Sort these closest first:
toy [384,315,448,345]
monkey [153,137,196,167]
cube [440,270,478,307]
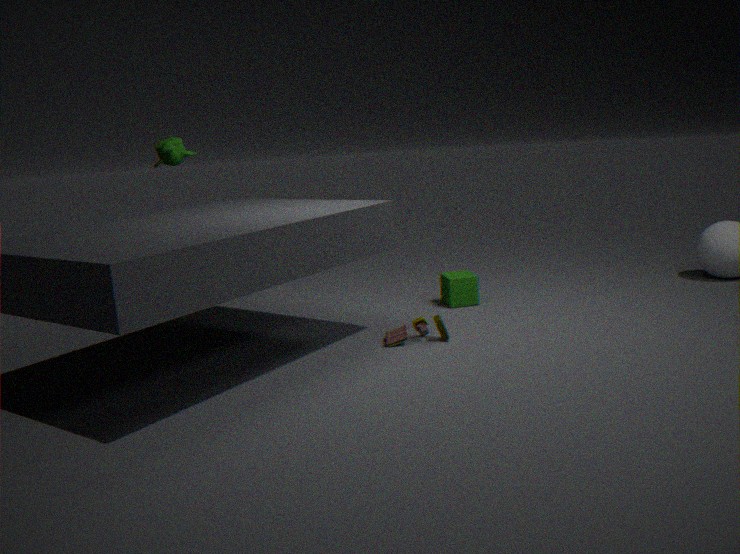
toy [384,315,448,345], monkey [153,137,196,167], cube [440,270,478,307]
